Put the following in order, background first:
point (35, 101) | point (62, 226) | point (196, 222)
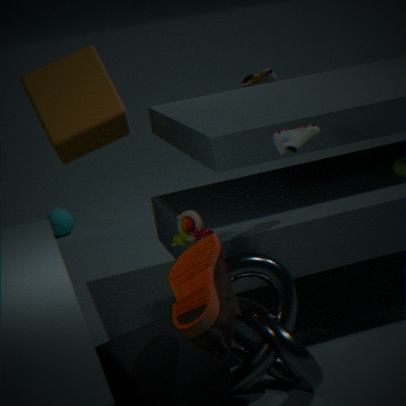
point (62, 226)
point (35, 101)
point (196, 222)
